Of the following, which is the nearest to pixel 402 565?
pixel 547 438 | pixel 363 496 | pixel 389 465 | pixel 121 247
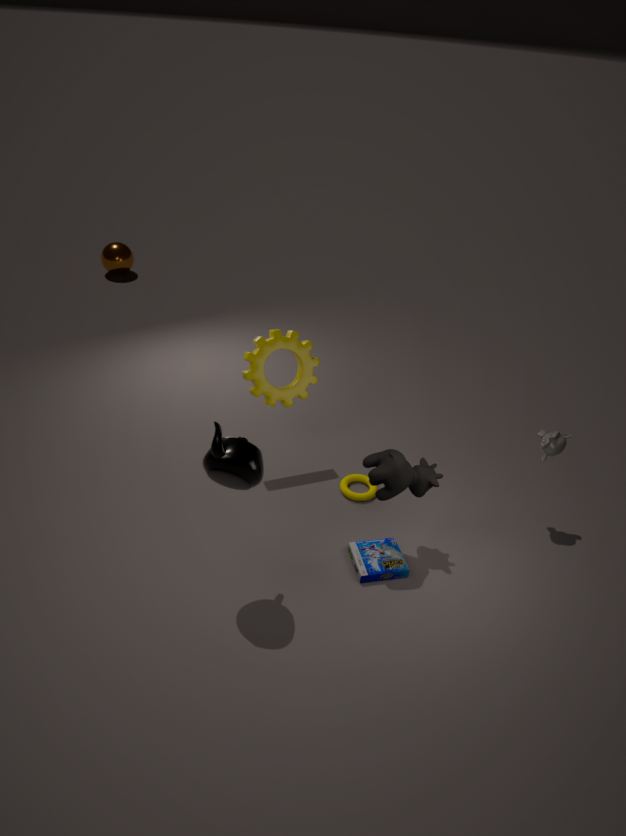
pixel 389 465
